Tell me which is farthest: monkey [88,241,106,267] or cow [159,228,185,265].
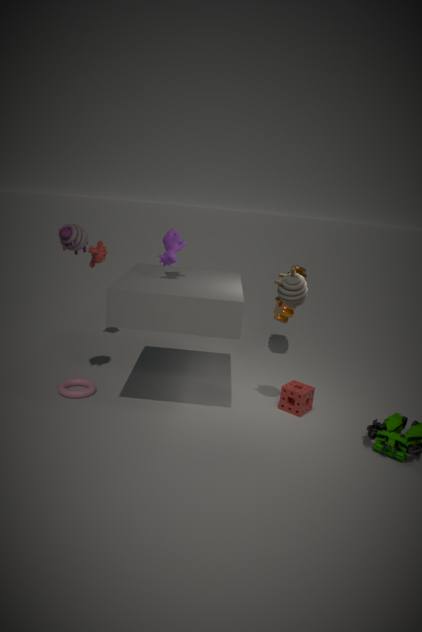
monkey [88,241,106,267]
